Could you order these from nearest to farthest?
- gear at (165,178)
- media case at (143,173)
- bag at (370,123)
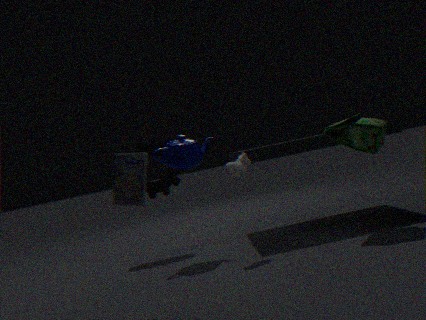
media case at (143,173)
bag at (370,123)
gear at (165,178)
